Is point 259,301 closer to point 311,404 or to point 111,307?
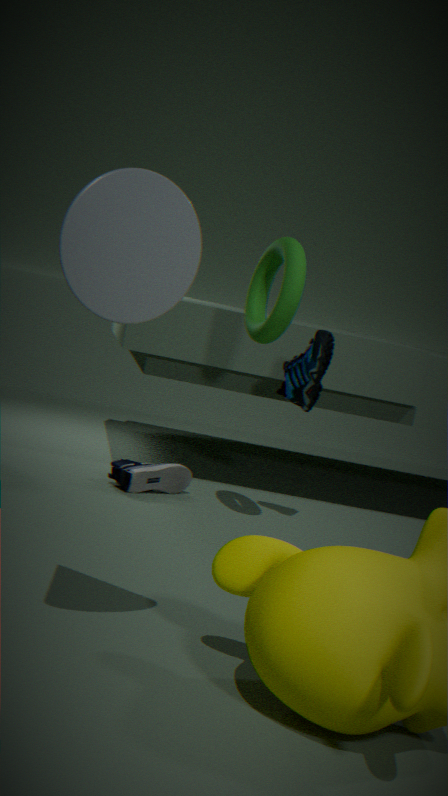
point 311,404
